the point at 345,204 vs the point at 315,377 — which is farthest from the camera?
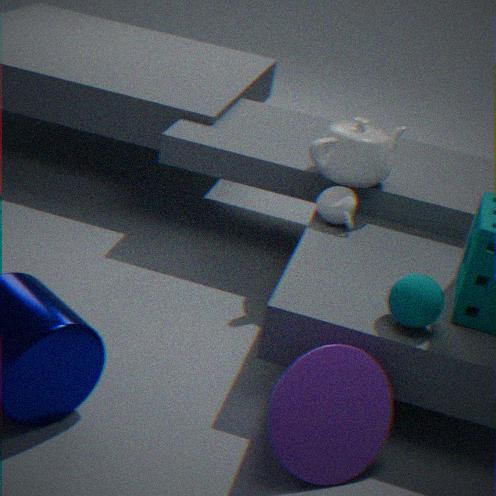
the point at 345,204
